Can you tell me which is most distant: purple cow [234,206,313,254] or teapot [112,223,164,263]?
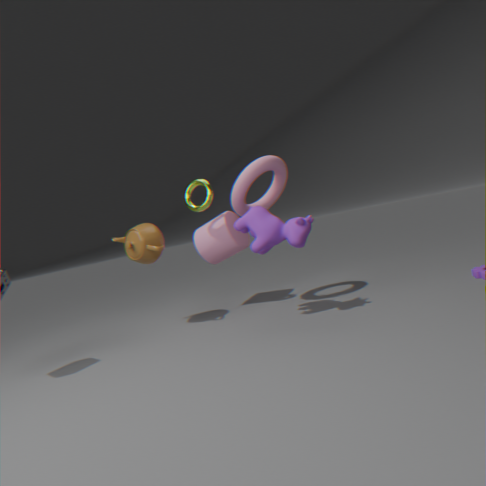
teapot [112,223,164,263]
